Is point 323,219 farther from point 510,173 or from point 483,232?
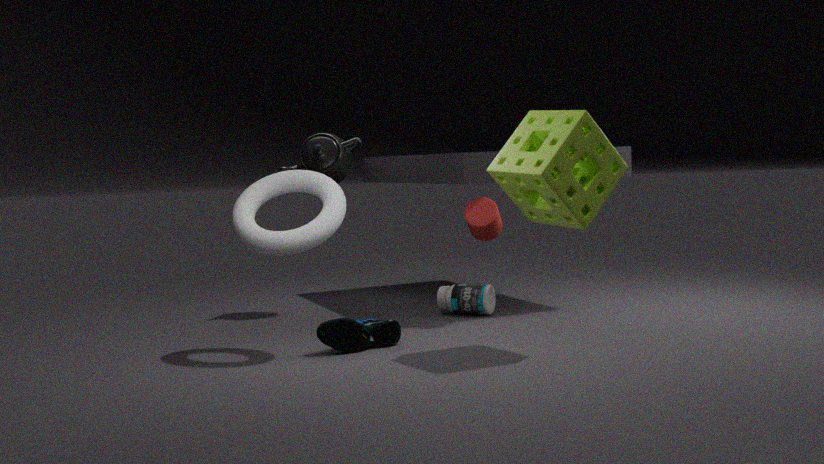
point 510,173
